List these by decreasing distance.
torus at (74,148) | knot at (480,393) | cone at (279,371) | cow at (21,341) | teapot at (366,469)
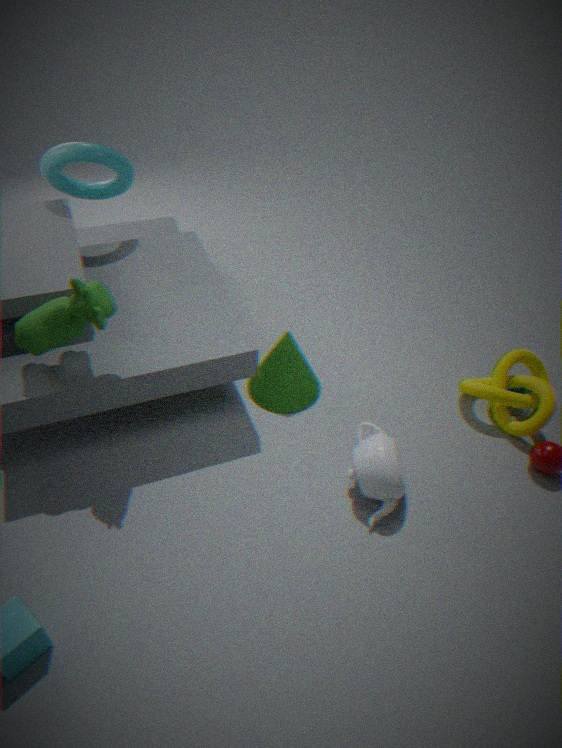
torus at (74,148)
cone at (279,371)
knot at (480,393)
teapot at (366,469)
cow at (21,341)
